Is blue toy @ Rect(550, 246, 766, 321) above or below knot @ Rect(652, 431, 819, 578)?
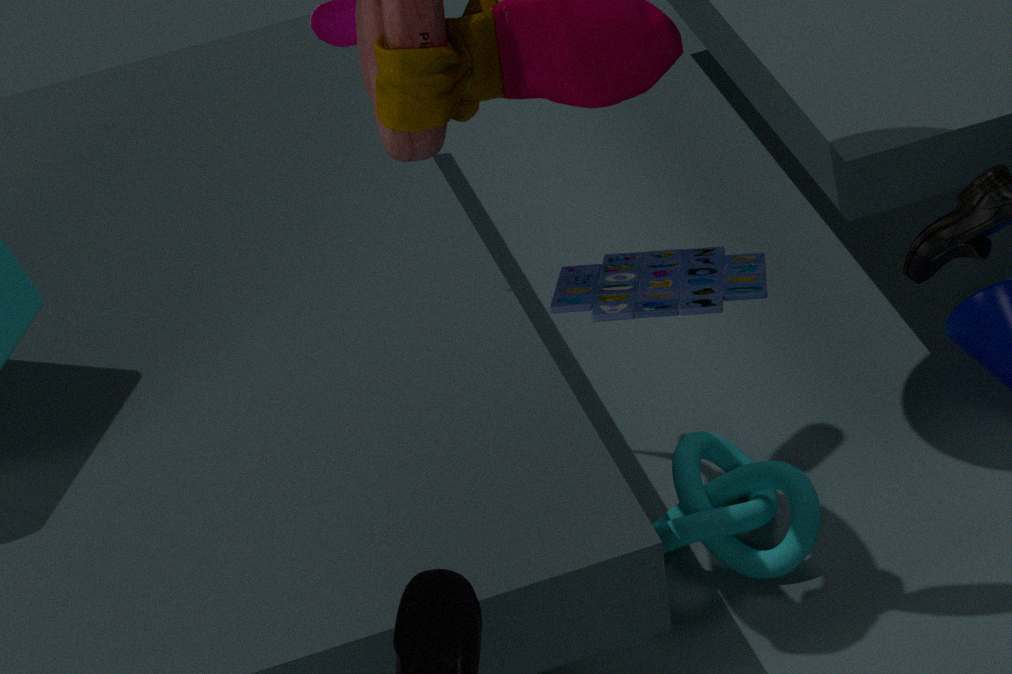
above
